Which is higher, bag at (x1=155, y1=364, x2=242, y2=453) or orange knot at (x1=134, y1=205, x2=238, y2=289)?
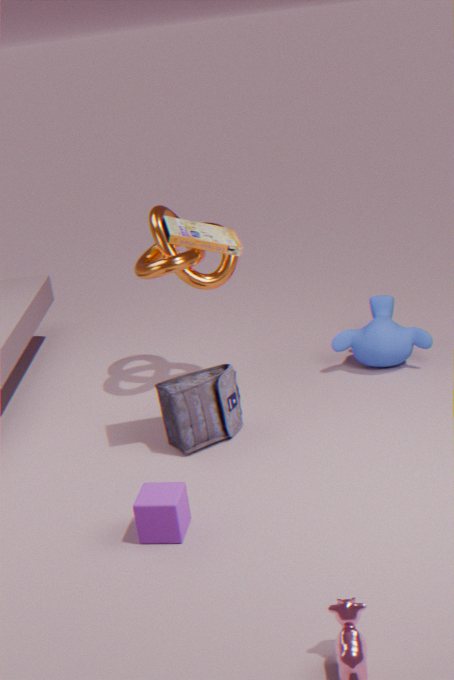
orange knot at (x1=134, y1=205, x2=238, y2=289)
